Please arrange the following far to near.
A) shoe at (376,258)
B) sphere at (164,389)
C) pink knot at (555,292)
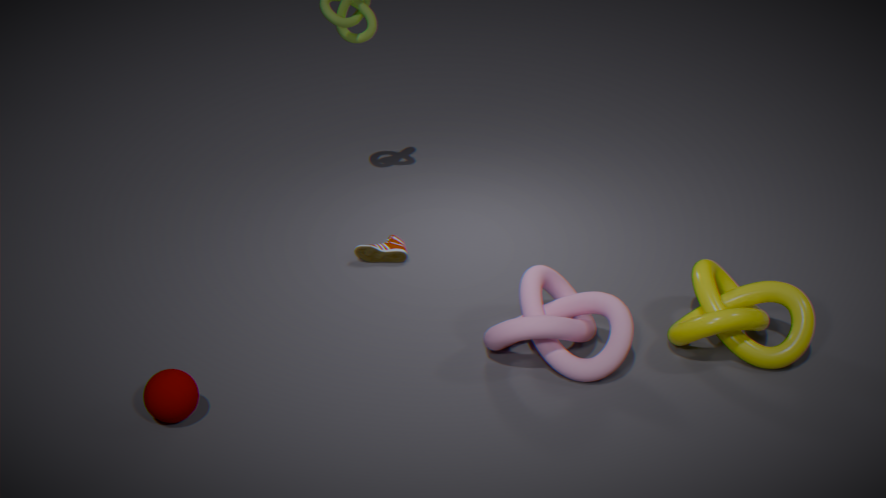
shoe at (376,258) < pink knot at (555,292) < sphere at (164,389)
